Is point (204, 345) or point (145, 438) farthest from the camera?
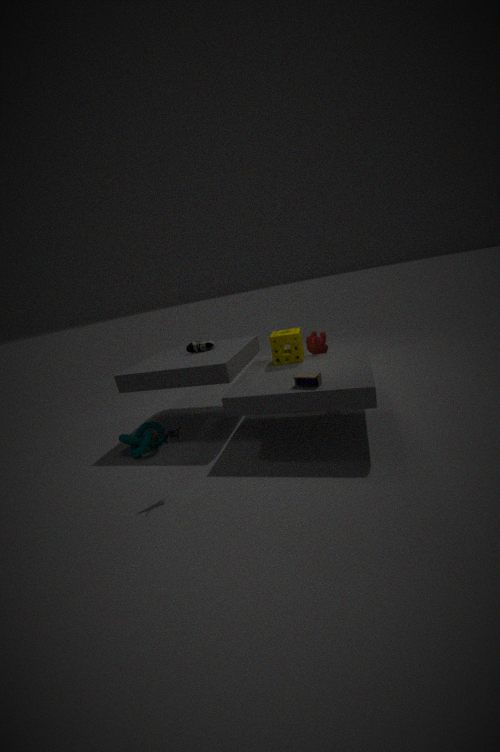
point (204, 345)
